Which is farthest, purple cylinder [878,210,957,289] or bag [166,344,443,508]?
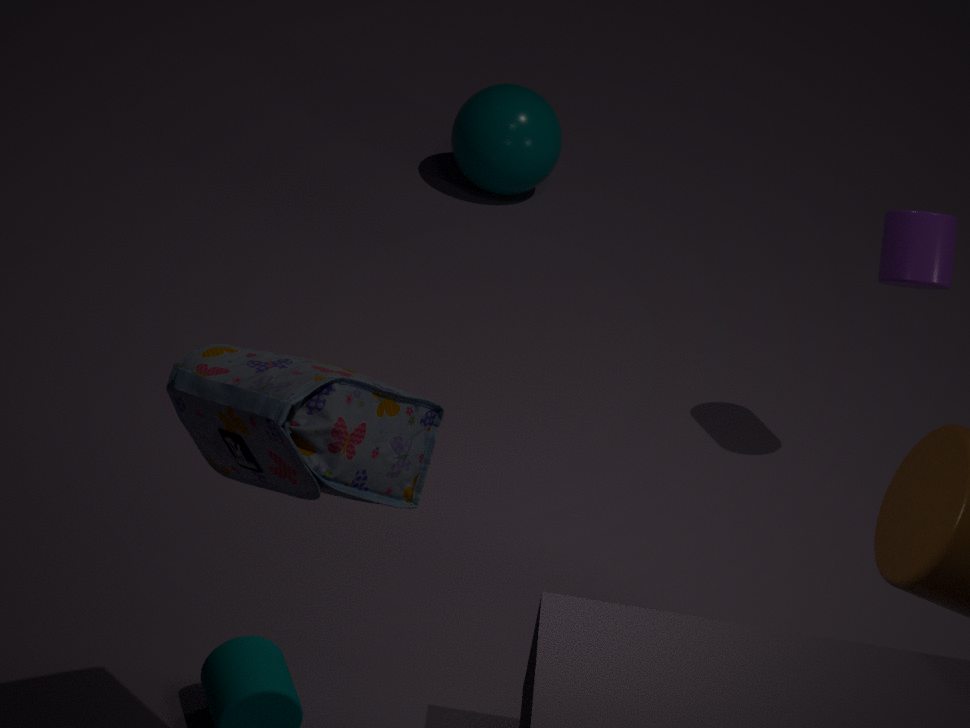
purple cylinder [878,210,957,289]
